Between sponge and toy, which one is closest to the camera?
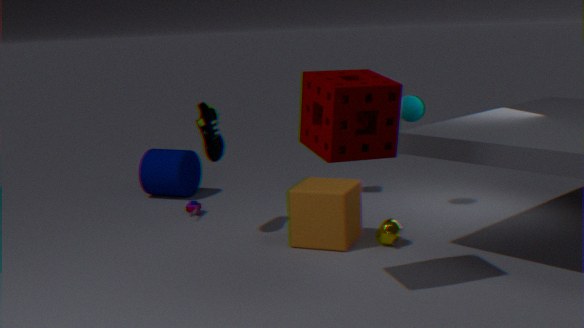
sponge
